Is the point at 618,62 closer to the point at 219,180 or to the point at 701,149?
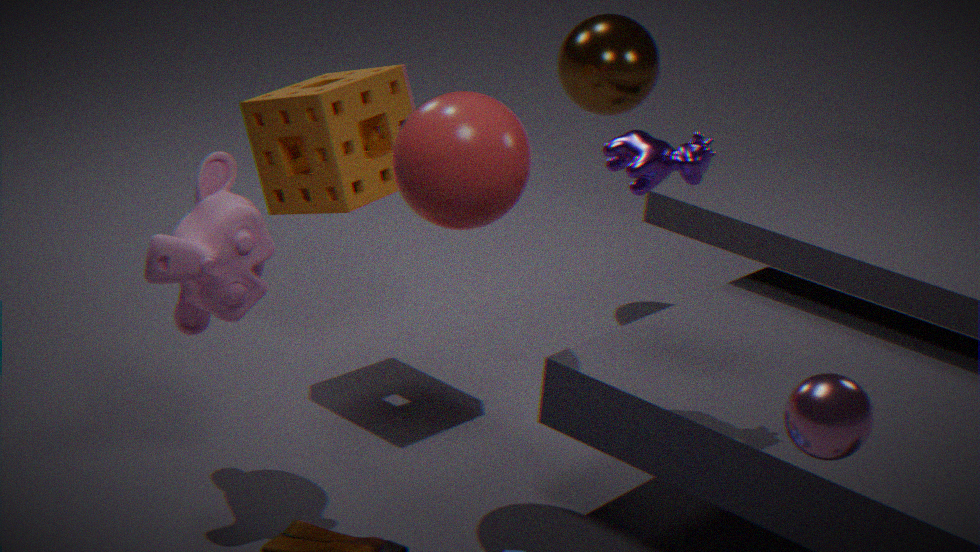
the point at 701,149
